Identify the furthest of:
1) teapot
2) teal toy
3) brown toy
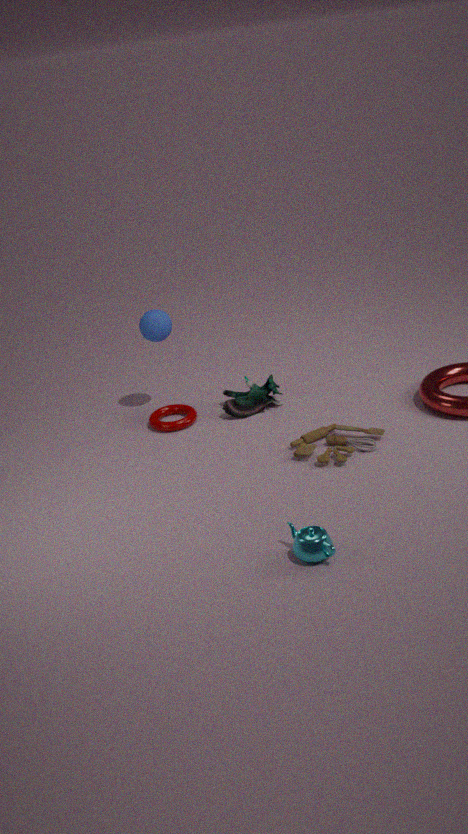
2. teal toy
